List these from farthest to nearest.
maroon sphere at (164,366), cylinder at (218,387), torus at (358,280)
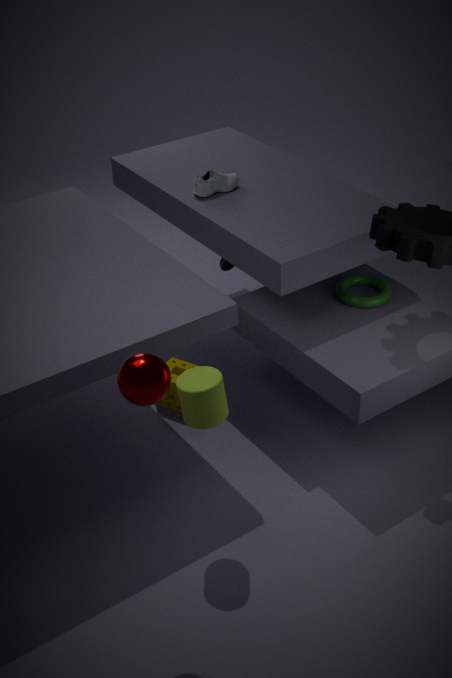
torus at (358,280), cylinder at (218,387), maroon sphere at (164,366)
